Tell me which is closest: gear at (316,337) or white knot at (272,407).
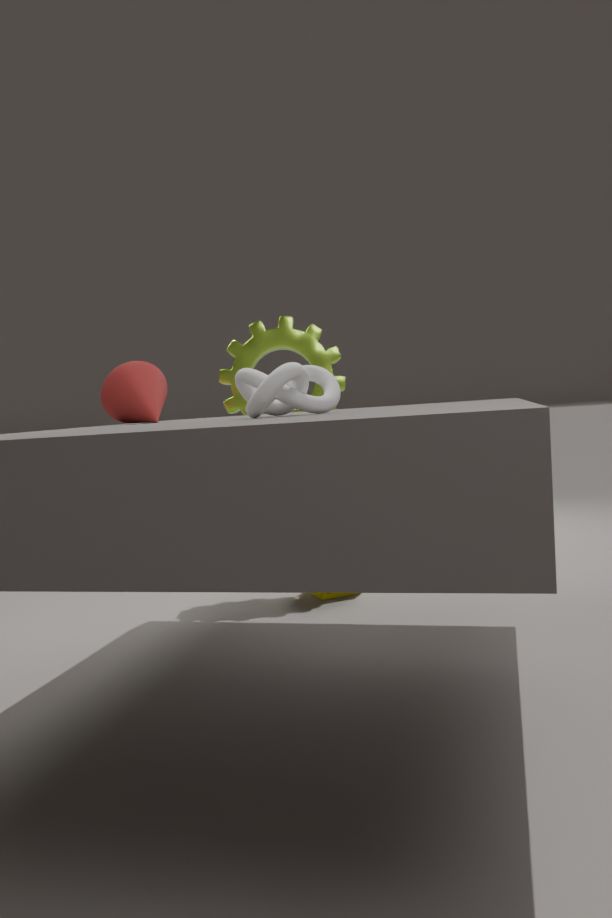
white knot at (272,407)
